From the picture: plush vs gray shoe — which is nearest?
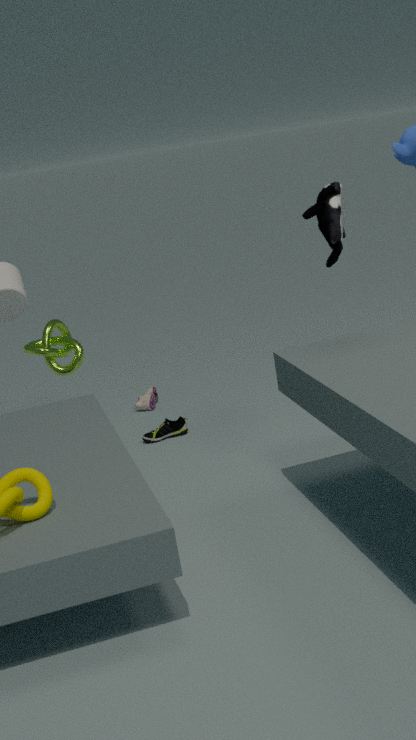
plush
